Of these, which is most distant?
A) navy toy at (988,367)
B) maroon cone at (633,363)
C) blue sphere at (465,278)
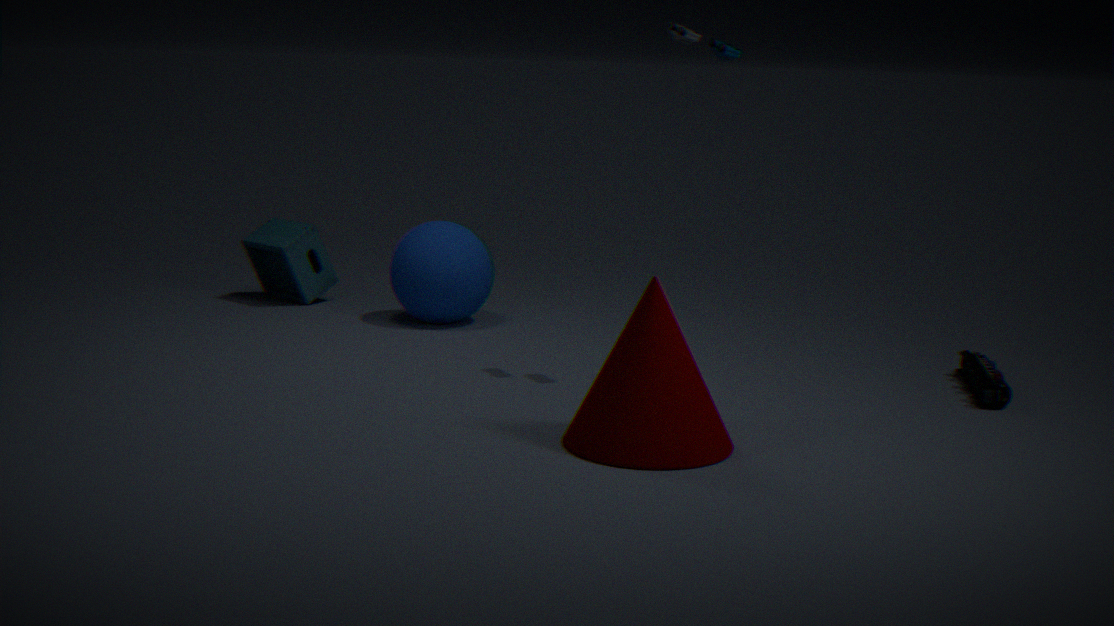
blue sphere at (465,278)
